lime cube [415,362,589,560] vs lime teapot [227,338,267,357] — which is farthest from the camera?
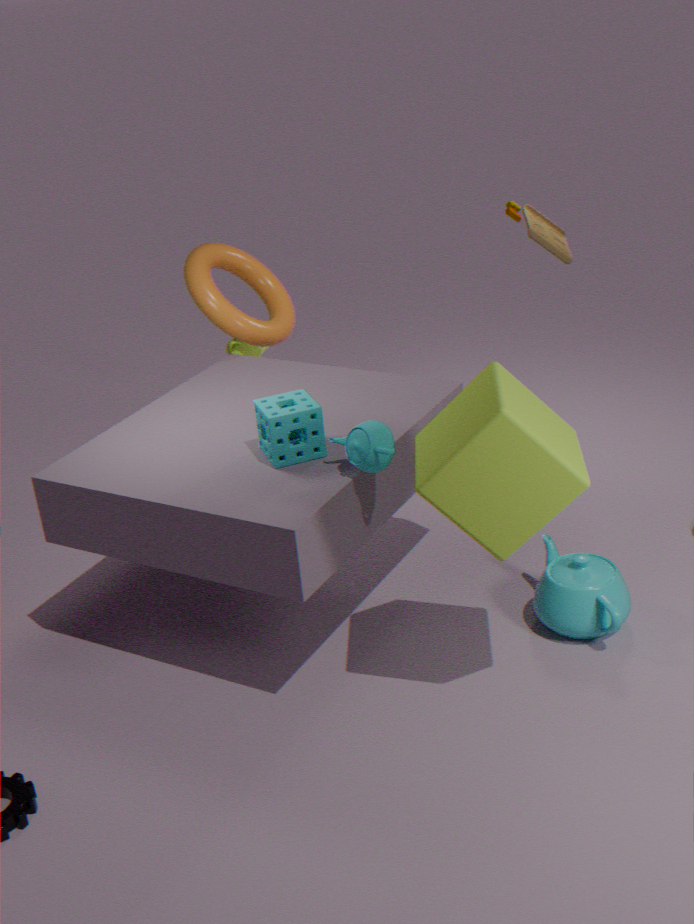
lime teapot [227,338,267,357]
